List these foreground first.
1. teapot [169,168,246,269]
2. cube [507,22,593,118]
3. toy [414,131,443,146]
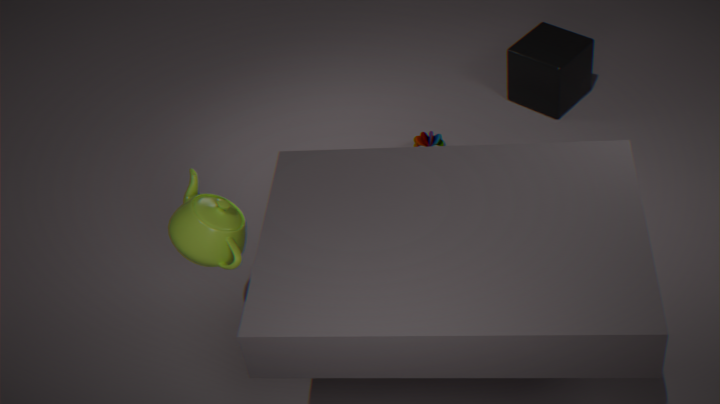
teapot [169,168,246,269] < toy [414,131,443,146] < cube [507,22,593,118]
